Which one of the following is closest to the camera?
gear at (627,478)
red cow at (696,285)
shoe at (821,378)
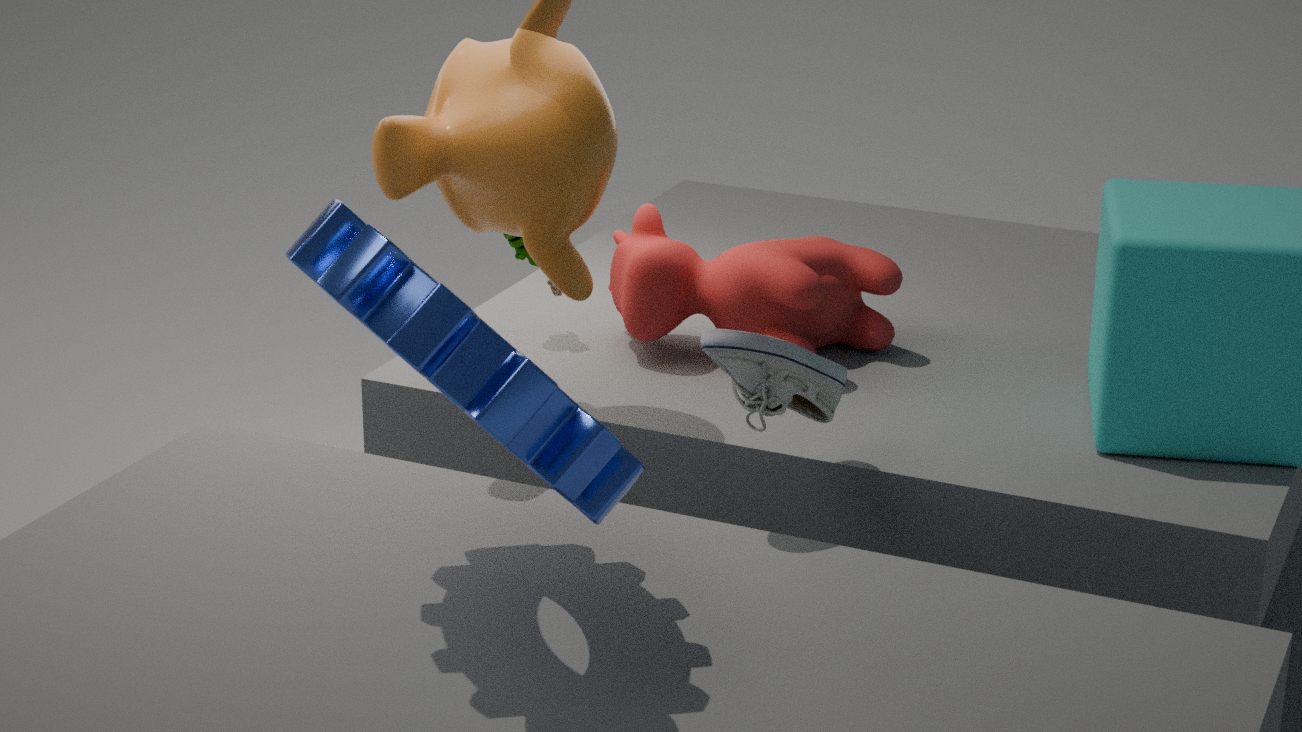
gear at (627,478)
